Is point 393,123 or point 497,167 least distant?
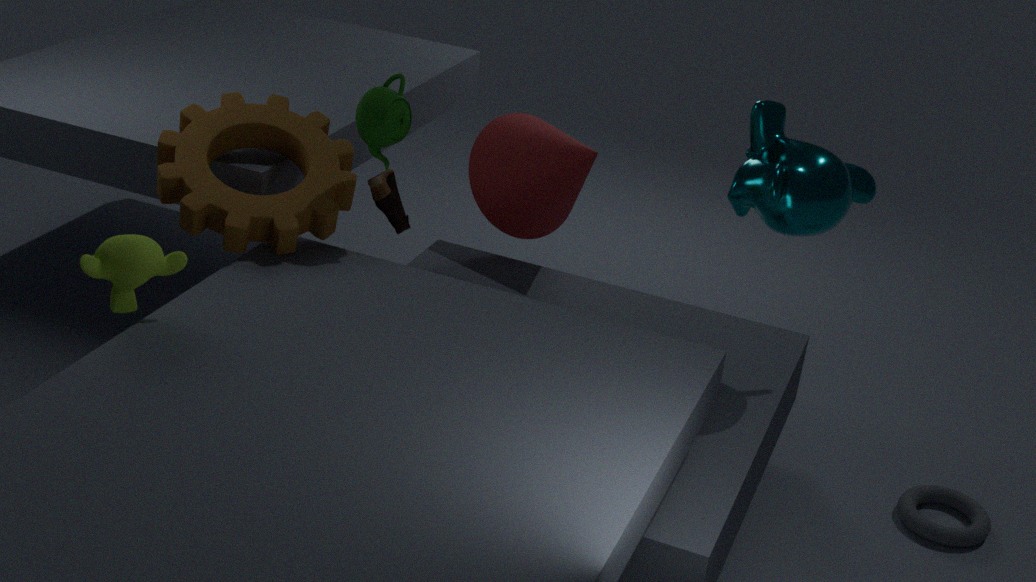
point 393,123
